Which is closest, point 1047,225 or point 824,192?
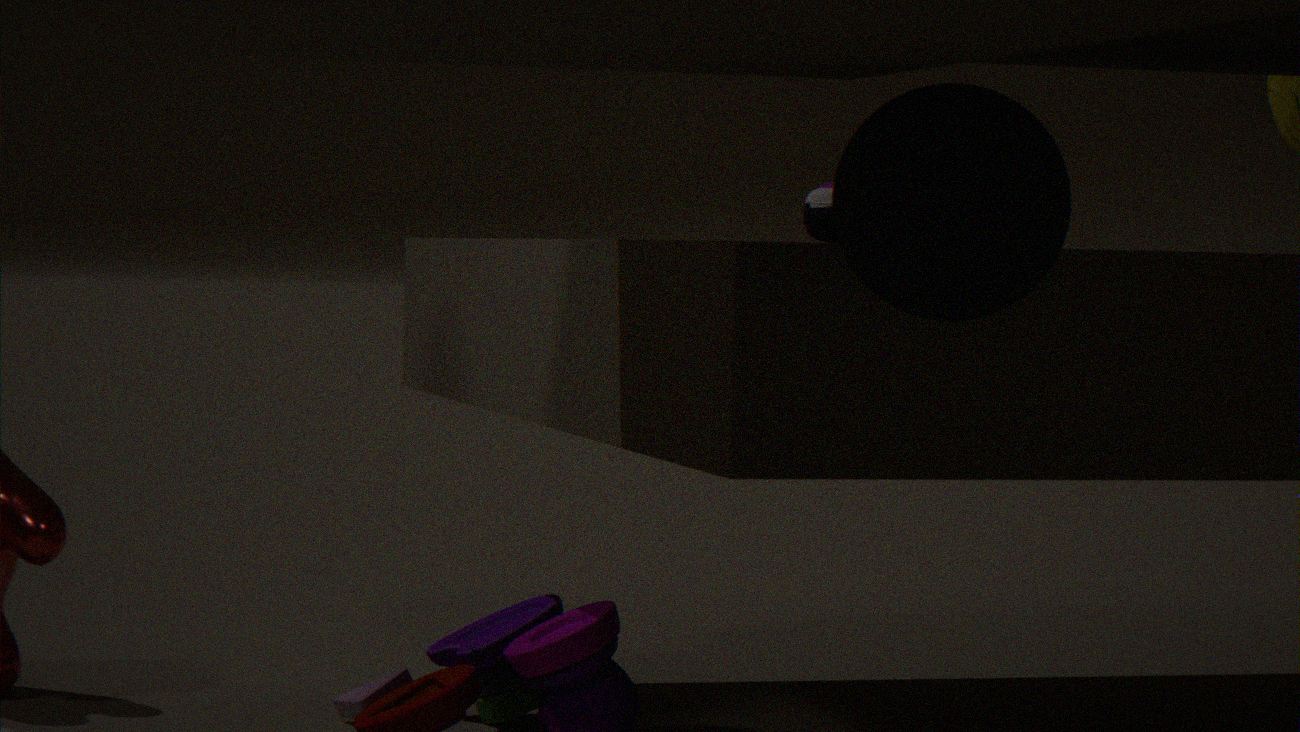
point 1047,225
